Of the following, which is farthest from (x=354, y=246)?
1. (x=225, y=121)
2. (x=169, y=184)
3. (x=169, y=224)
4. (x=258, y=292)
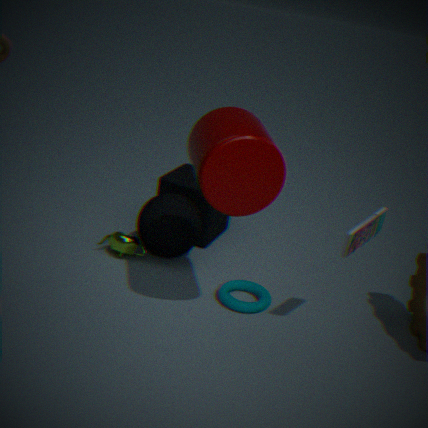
(x=169, y=184)
